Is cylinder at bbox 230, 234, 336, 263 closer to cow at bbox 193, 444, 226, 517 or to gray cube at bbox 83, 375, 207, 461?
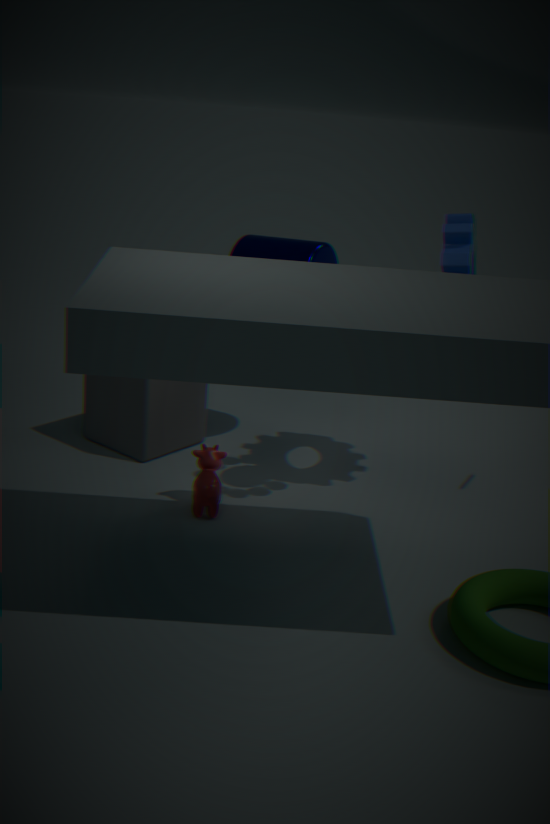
gray cube at bbox 83, 375, 207, 461
